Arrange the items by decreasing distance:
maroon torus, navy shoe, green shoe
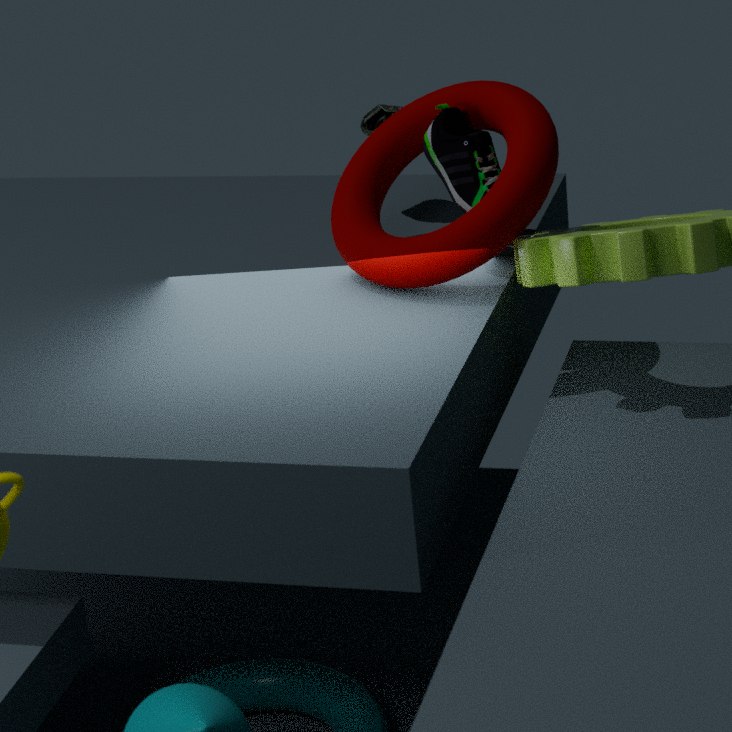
green shoe
navy shoe
maroon torus
